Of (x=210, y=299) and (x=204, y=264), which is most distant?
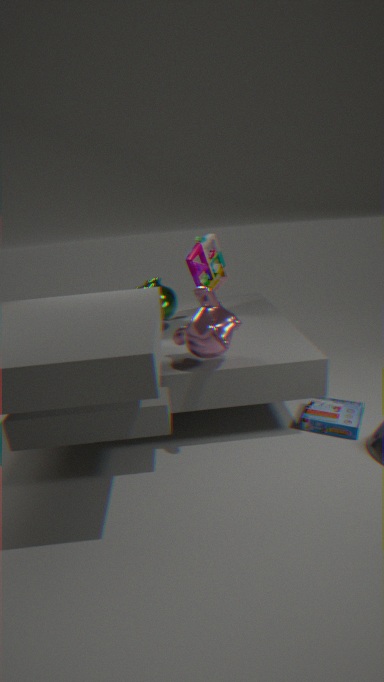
(x=204, y=264)
